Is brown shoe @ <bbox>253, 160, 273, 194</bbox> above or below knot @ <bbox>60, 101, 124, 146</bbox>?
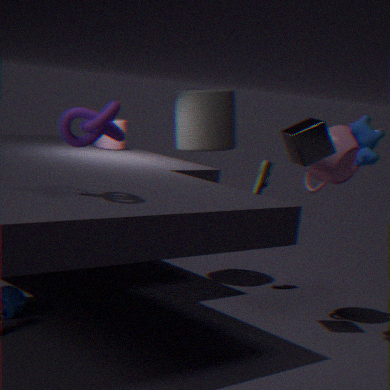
below
